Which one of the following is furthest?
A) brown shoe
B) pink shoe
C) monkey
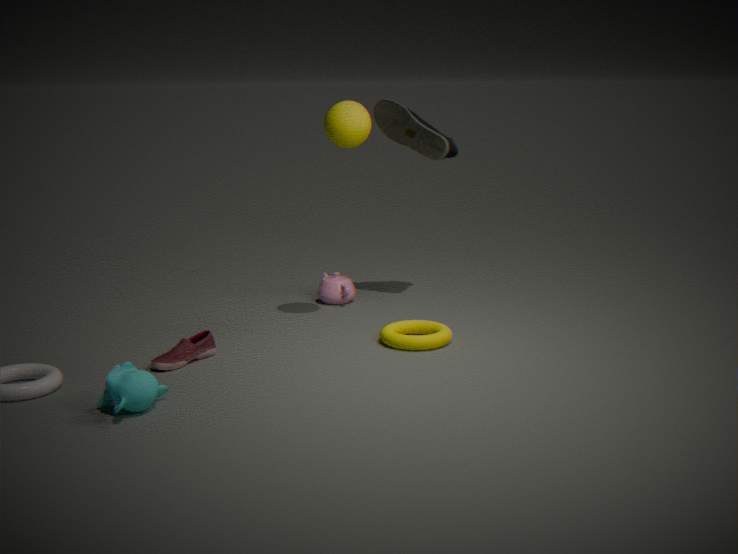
brown shoe
